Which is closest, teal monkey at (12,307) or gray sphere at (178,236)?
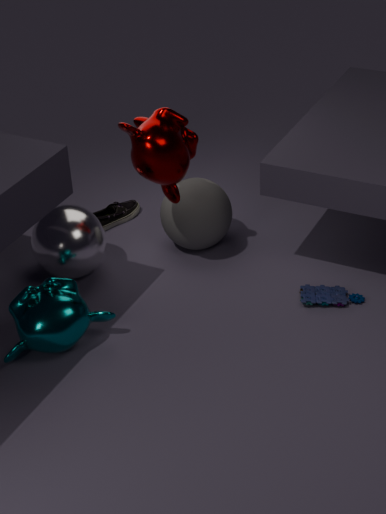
teal monkey at (12,307)
